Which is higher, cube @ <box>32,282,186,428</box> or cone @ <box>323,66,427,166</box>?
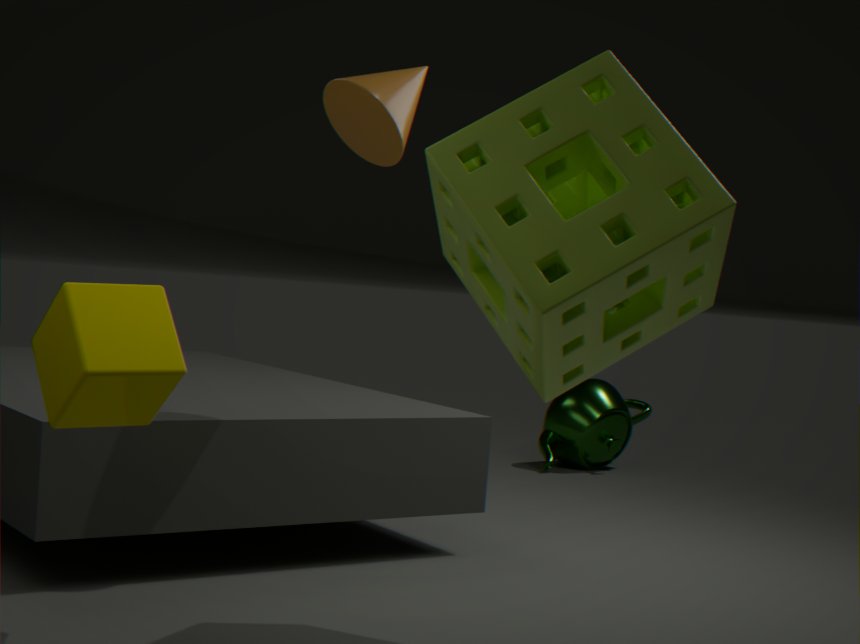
cone @ <box>323,66,427,166</box>
